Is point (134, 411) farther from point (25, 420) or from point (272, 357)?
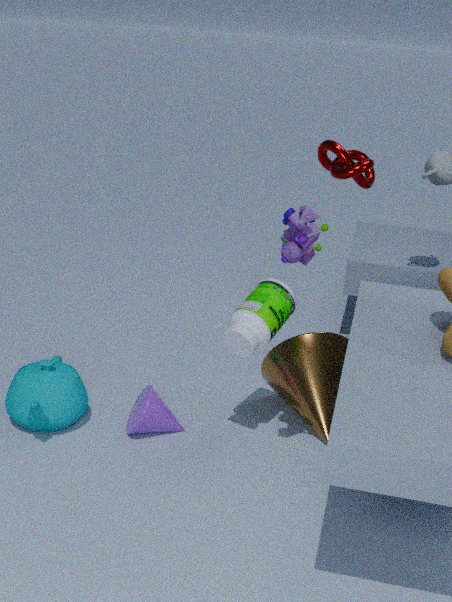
point (272, 357)
